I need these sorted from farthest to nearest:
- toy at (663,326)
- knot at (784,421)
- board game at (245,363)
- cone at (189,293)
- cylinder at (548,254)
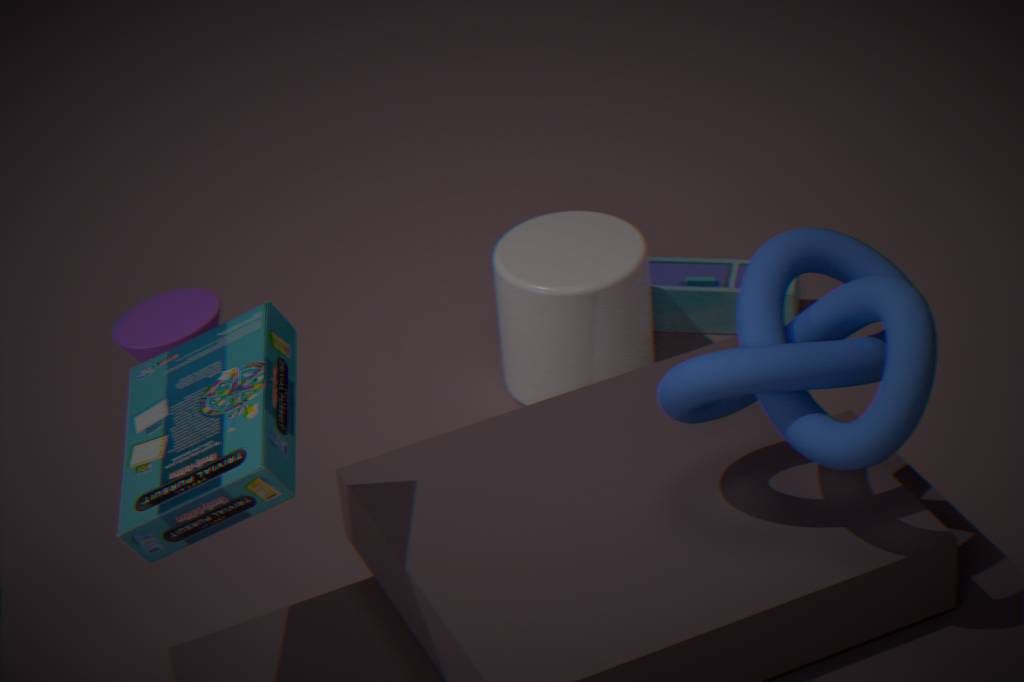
toy at (663,326)
cylinder at (548,254)
cone at (189,293)
knot at (784,421)
board game at (245,363)
